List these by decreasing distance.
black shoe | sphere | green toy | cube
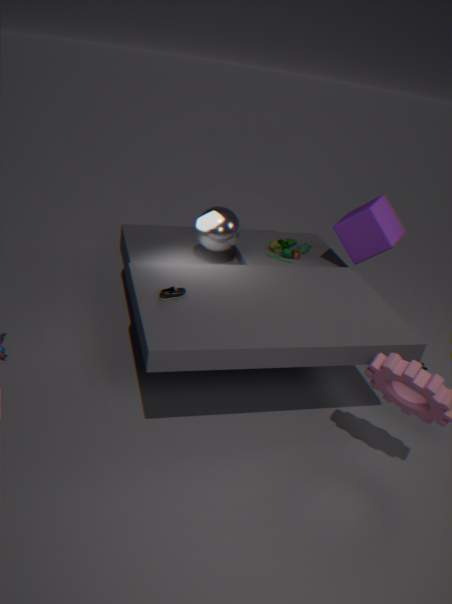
green toy
sphere
cube
black shoe
